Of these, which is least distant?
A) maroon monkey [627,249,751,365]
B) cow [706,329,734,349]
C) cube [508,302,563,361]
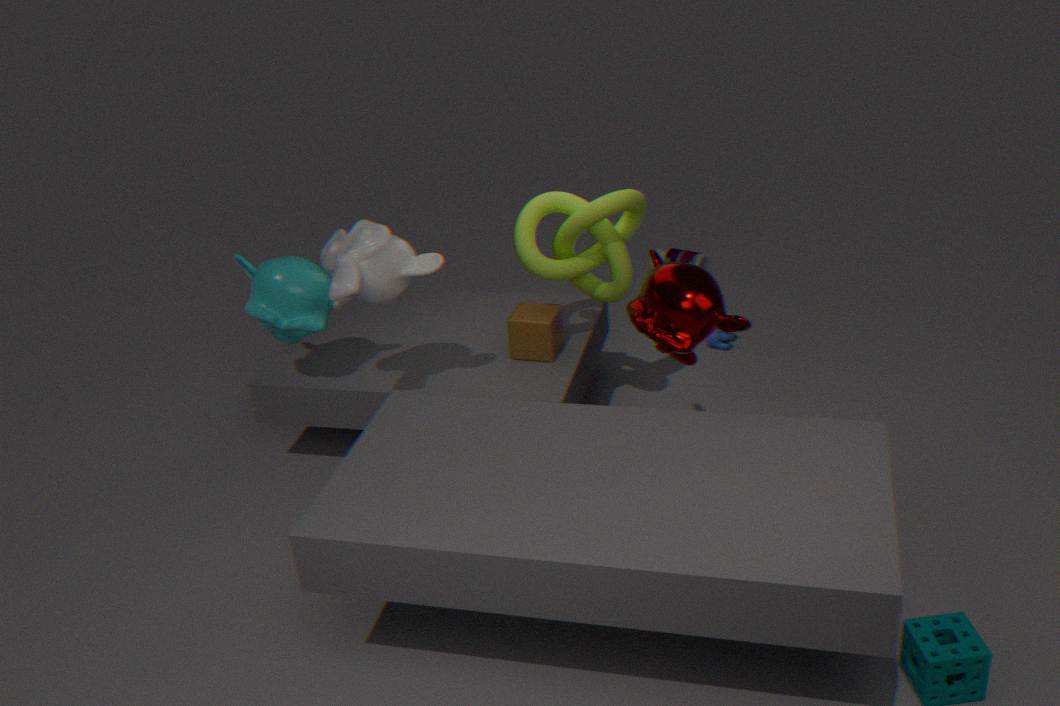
maroon monkey [627,249,751,365]
